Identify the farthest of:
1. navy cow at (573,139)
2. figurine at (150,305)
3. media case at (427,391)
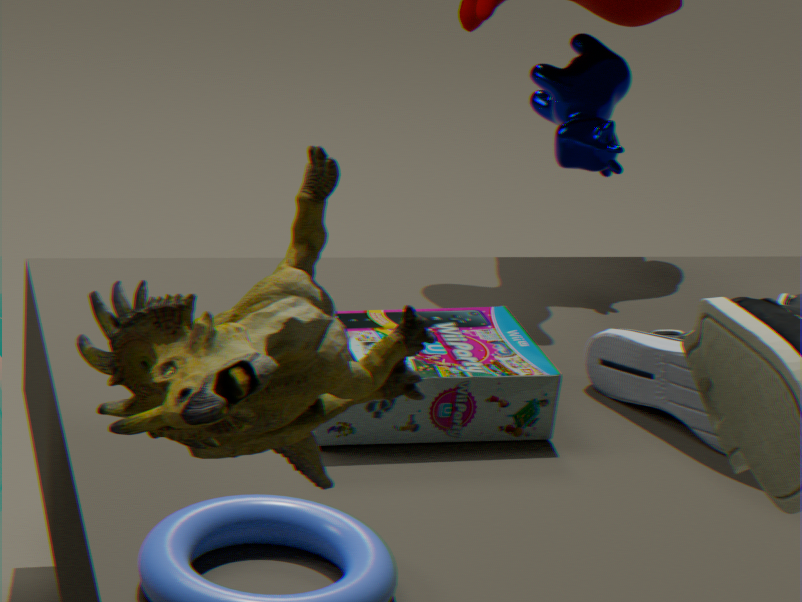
navy cow at (573,139)
